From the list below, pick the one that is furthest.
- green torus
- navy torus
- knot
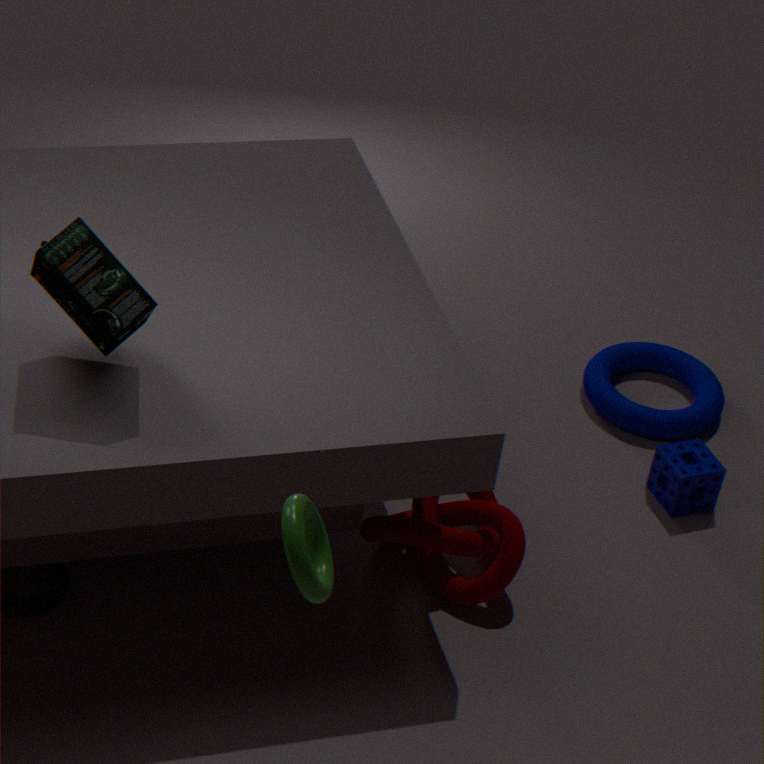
navy torus
